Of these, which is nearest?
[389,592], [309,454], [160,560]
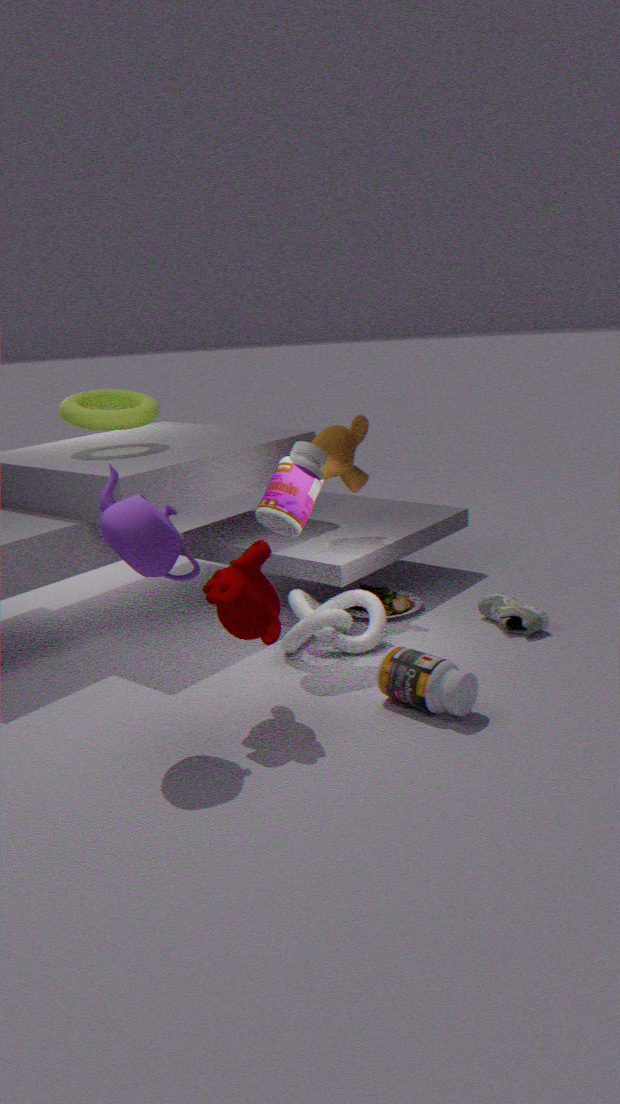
[160,560]
